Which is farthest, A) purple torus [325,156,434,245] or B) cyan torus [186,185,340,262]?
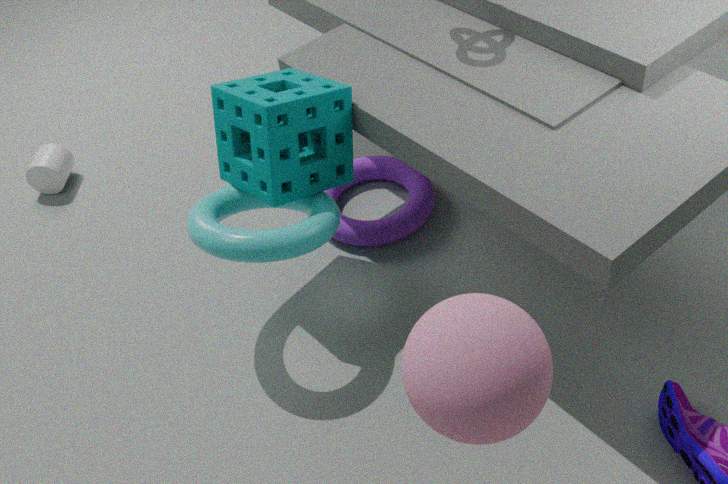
A. purple torus [325,156,434,245]
